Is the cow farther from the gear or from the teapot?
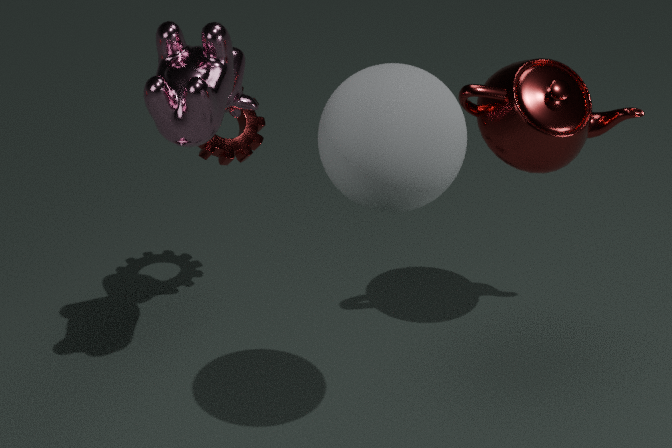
the teapot
